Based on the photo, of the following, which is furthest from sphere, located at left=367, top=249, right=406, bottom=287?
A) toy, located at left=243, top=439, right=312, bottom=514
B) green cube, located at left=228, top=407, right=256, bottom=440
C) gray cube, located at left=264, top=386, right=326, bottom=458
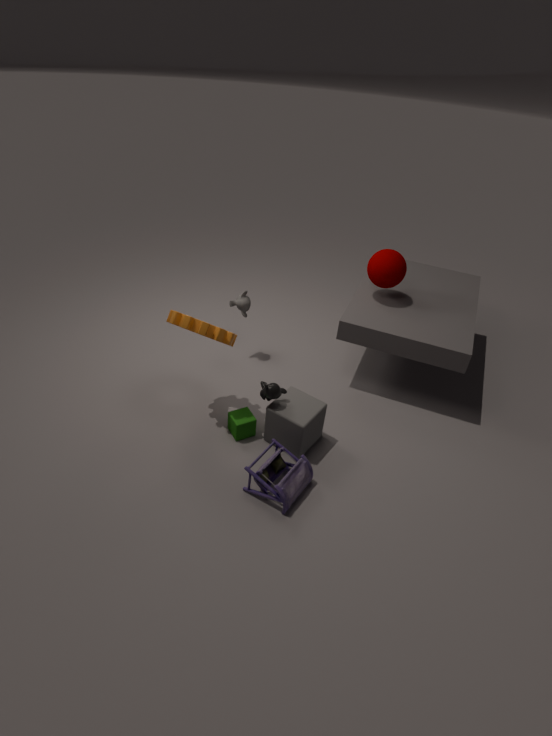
toy, located at left=243, top=439, right=312, bottom=514
